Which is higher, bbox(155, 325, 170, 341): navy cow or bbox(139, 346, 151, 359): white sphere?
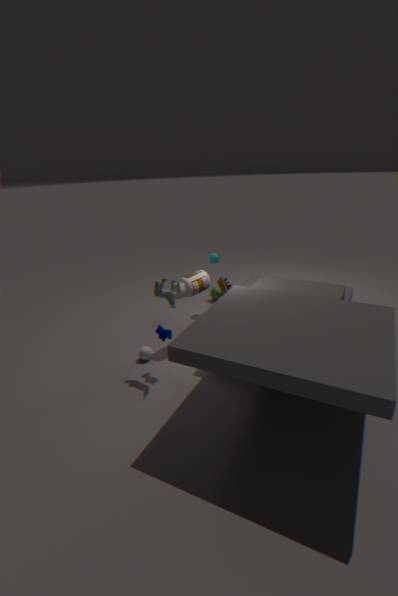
bbox(155, 325, 170, 341): navy cow
